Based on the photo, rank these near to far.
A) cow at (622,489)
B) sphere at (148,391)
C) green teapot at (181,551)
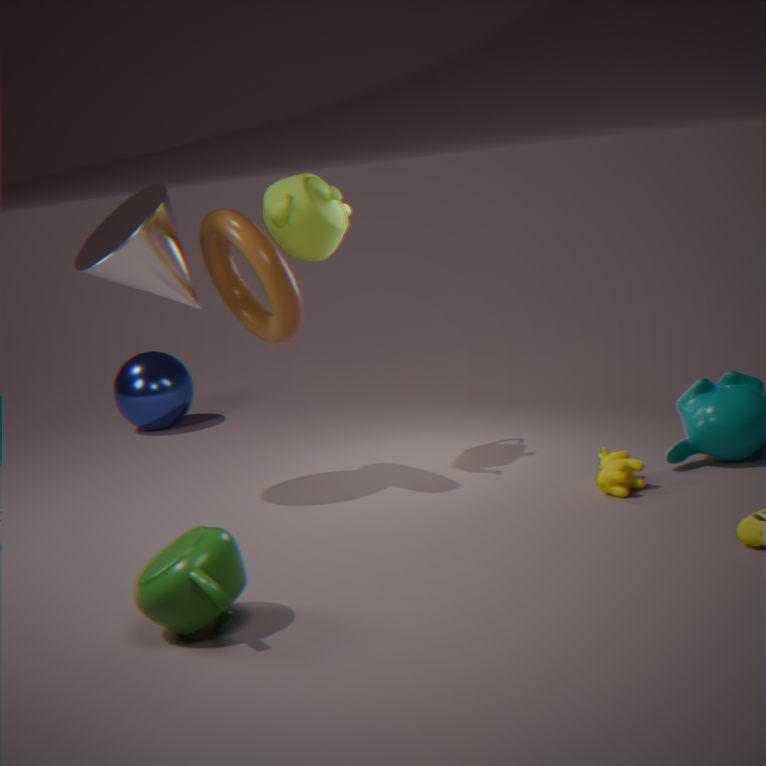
C. green teapot at (181,551) → A. cow at (622,489) → B. sphere at (148,391)
